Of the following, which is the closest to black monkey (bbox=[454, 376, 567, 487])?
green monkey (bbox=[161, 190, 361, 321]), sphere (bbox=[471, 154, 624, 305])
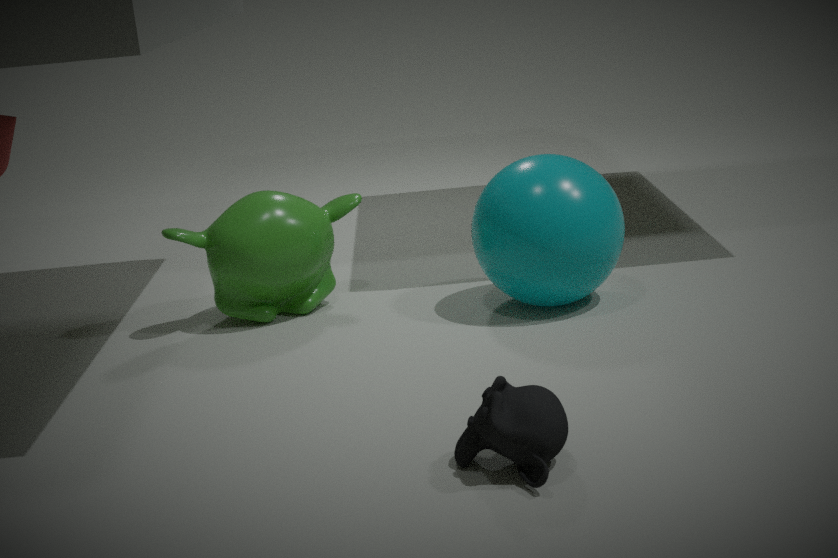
sphere (bbox=[471, 154, 624, 305])
